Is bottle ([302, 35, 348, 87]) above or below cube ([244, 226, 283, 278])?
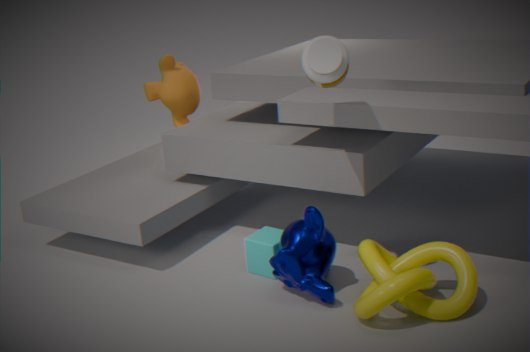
above
